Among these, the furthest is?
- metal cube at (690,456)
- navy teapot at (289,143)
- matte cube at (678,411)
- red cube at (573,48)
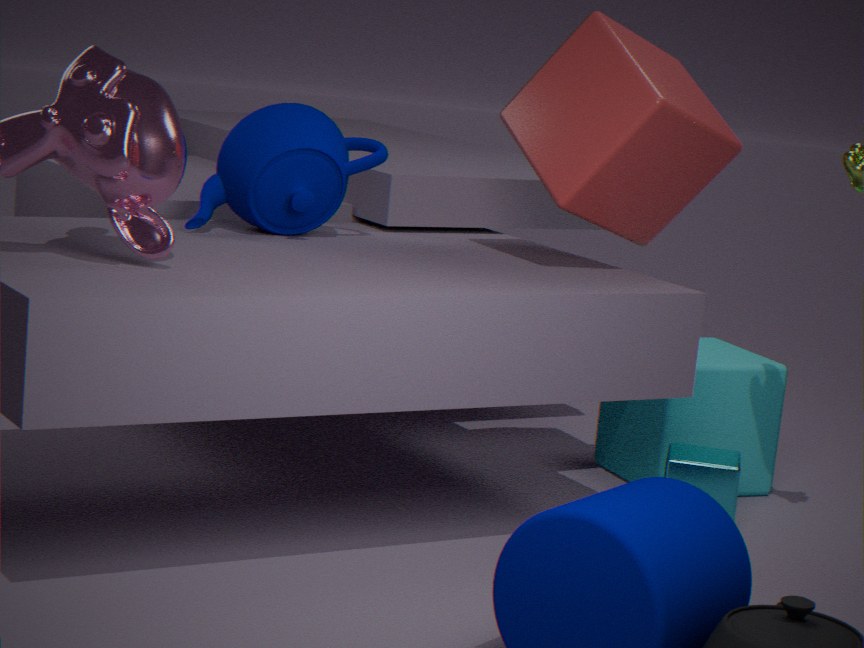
matte cube at (678,411)
